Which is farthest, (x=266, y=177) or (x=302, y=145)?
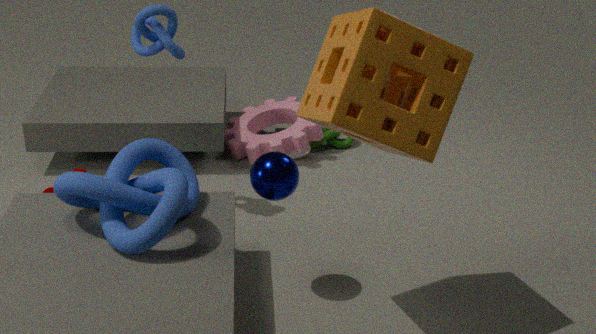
(x=302, y=145)
